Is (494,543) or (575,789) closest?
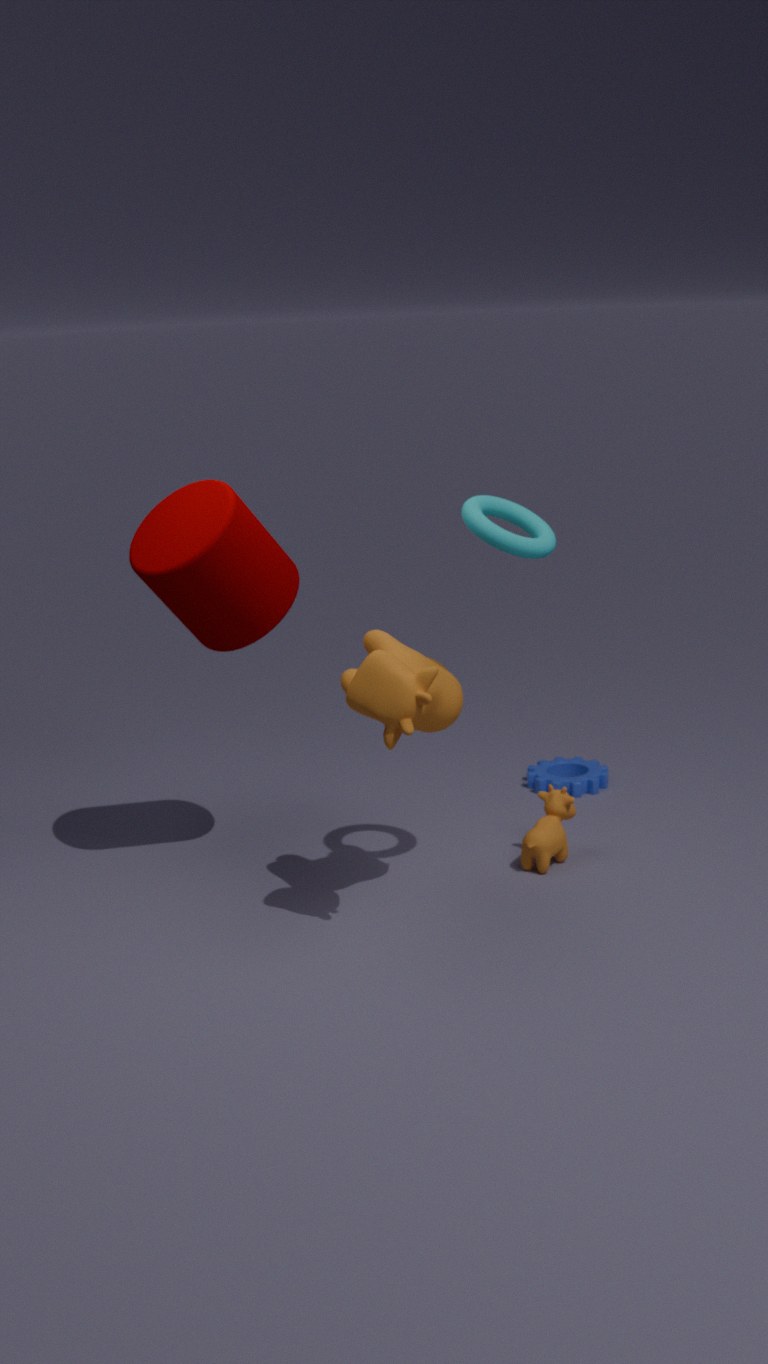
(494,543)
